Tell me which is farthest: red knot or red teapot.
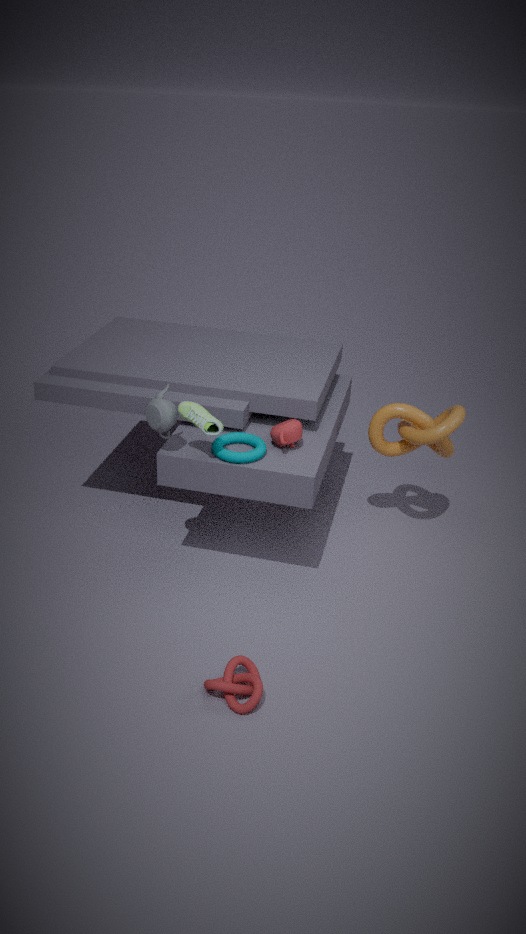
red teapot
